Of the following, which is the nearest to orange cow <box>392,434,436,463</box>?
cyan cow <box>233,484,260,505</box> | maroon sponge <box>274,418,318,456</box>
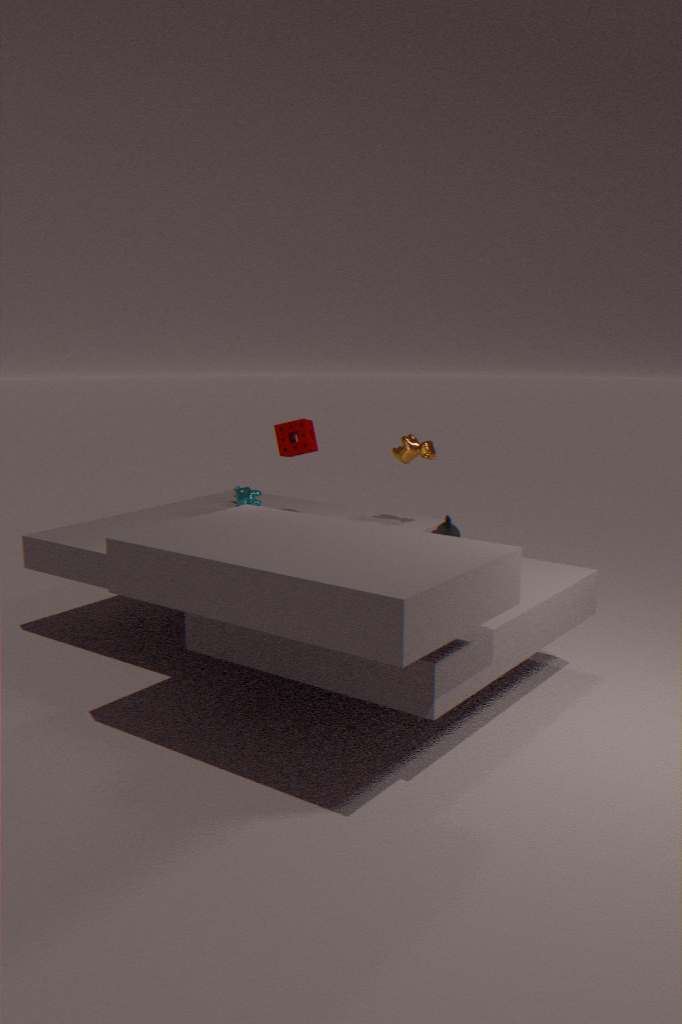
maroon sponge <box>274,418,318,456</box>
